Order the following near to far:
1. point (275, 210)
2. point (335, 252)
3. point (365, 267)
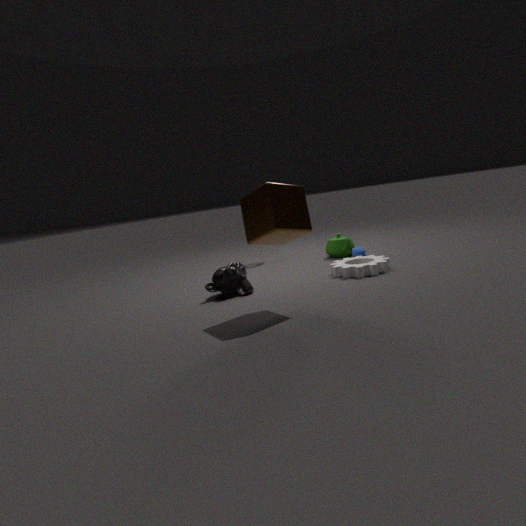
point (275, 210), point (365, 267), point (335, 252)
